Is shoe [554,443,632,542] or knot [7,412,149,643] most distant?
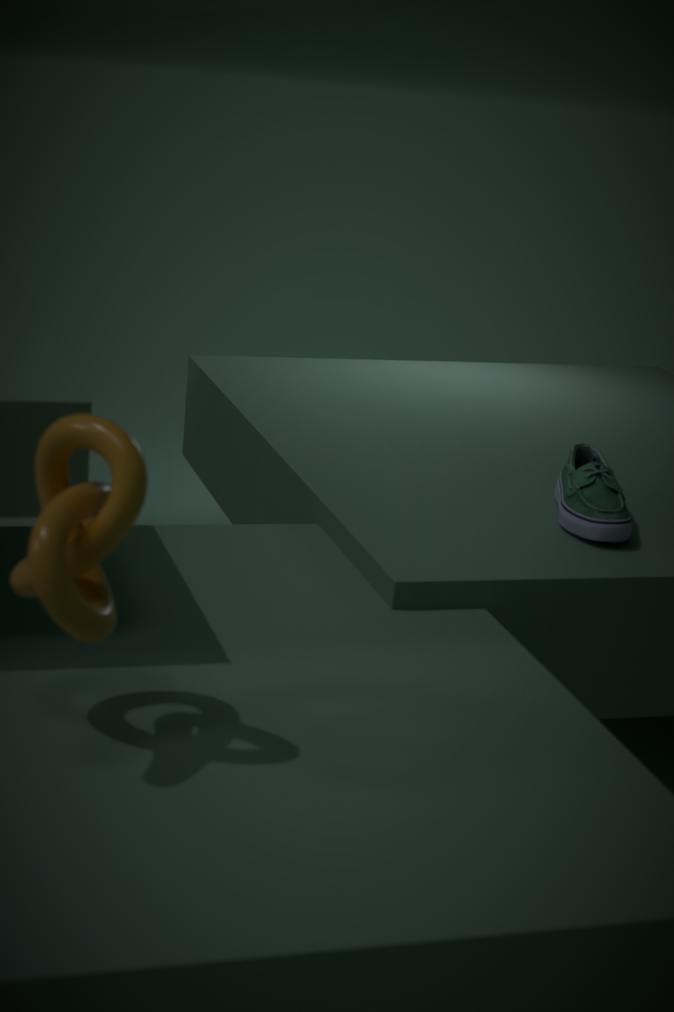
shoe [554,443,632,542]
